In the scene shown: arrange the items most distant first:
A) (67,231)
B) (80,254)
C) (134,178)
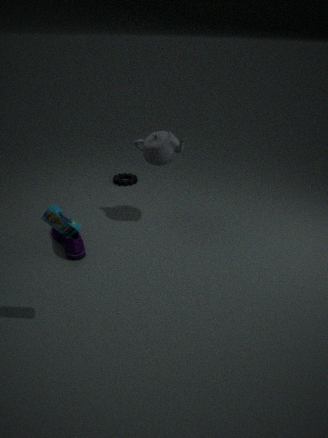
1. (134,178)
2. (80,254)
3. (67,231)
